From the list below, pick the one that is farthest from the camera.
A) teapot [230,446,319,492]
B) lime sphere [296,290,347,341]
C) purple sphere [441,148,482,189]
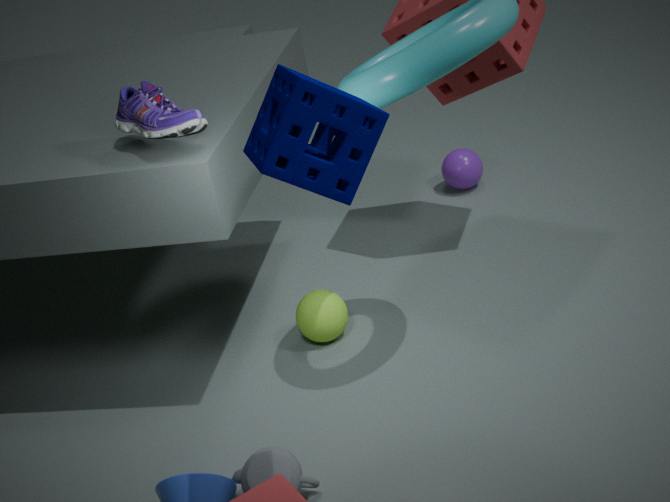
purple sphere [441,148,482,189]
